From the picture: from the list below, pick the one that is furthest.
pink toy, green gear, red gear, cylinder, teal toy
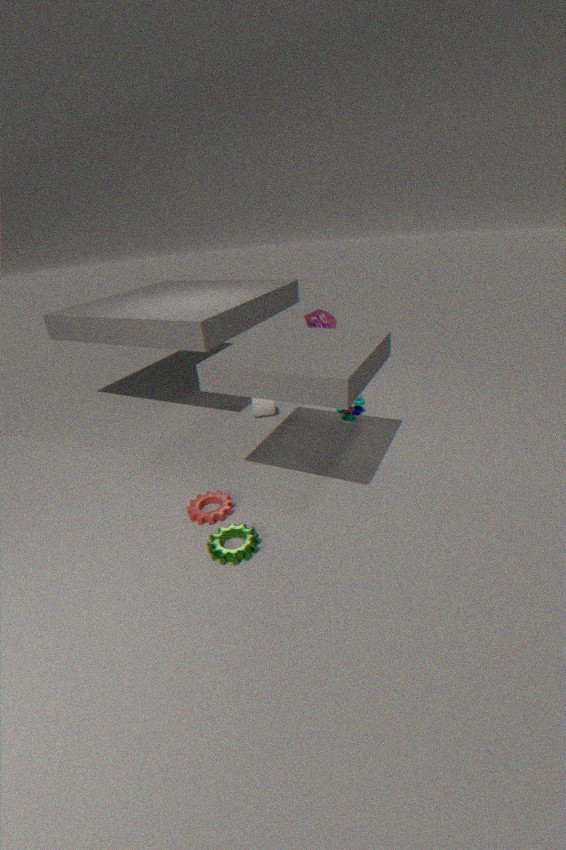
cylinder
